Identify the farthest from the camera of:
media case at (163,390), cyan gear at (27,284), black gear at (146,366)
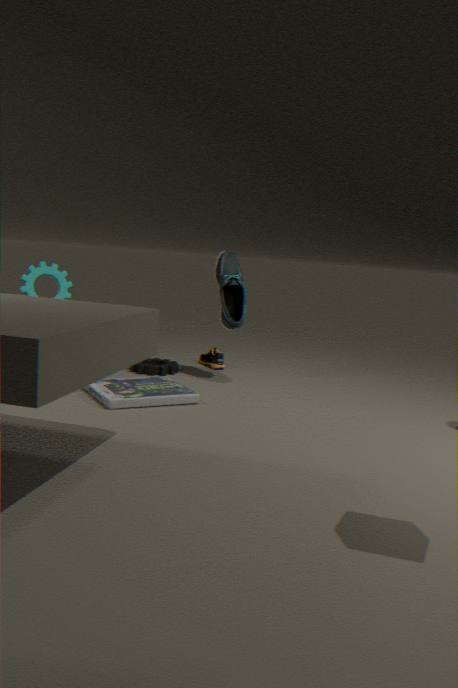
black gear at (146,366)
